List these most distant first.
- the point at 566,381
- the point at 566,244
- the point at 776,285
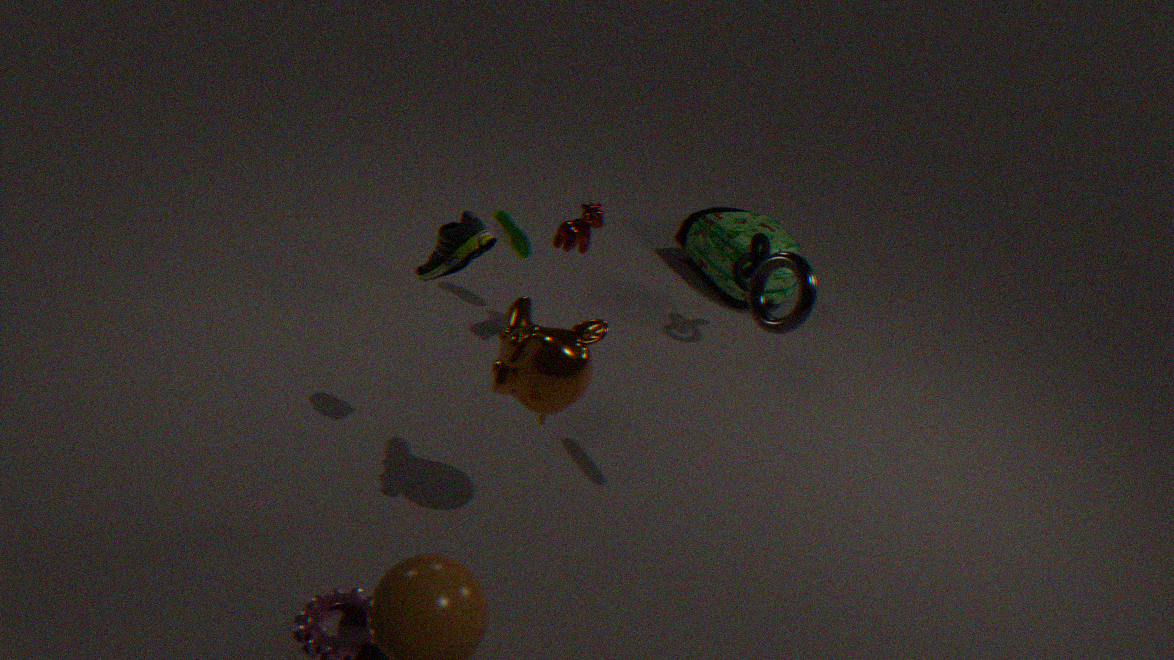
1. the point at 776,285
2. the point at 566,244
3. the point at 566,381
